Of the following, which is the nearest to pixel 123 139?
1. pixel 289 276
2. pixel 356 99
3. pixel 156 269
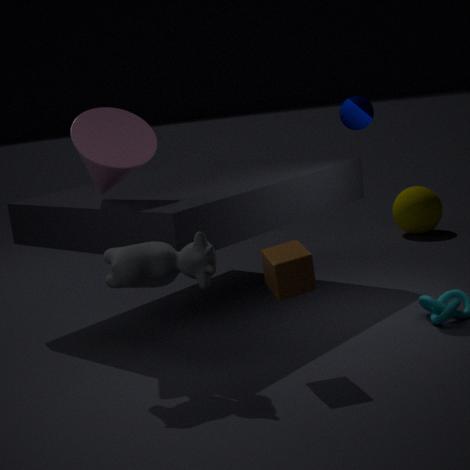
pixel 156 269
